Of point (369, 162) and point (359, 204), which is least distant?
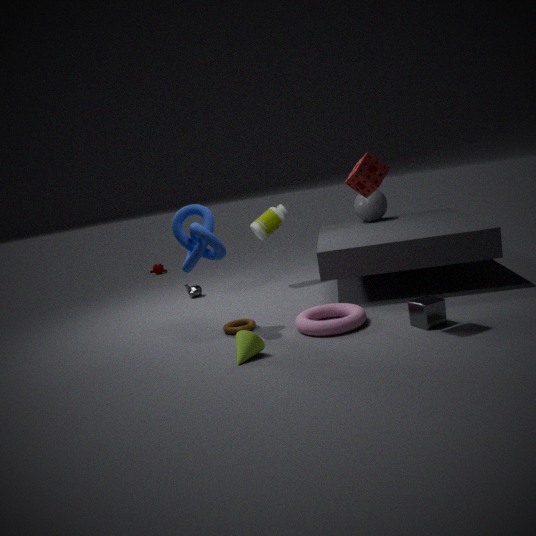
point (369, 162)
